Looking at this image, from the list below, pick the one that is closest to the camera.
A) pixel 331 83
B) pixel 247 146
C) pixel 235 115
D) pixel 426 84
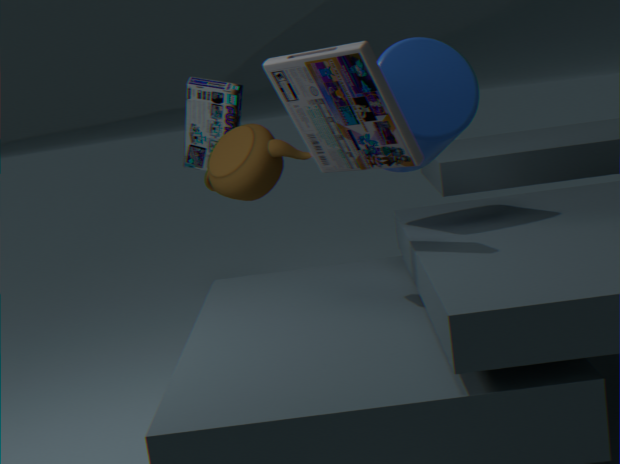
pixel 331 83
